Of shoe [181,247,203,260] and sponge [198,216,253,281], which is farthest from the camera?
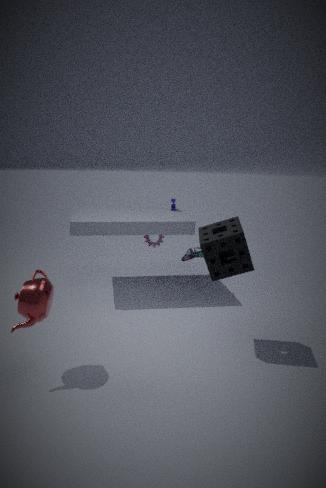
shoe [181,247,203,260]
